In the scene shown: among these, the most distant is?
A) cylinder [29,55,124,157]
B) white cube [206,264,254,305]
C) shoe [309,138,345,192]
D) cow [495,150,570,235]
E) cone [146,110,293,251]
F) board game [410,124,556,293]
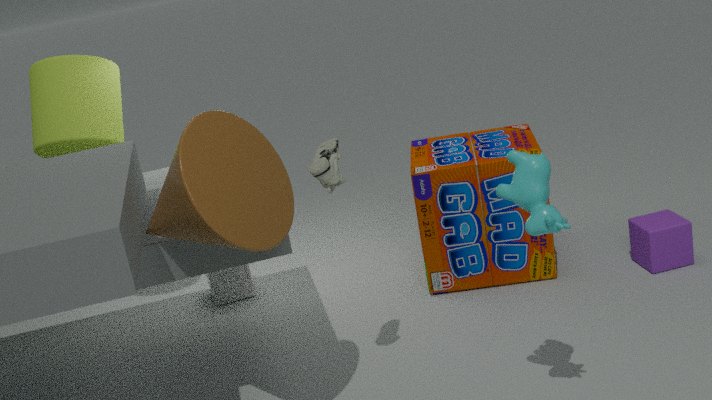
white cube [206,264,254,305]
